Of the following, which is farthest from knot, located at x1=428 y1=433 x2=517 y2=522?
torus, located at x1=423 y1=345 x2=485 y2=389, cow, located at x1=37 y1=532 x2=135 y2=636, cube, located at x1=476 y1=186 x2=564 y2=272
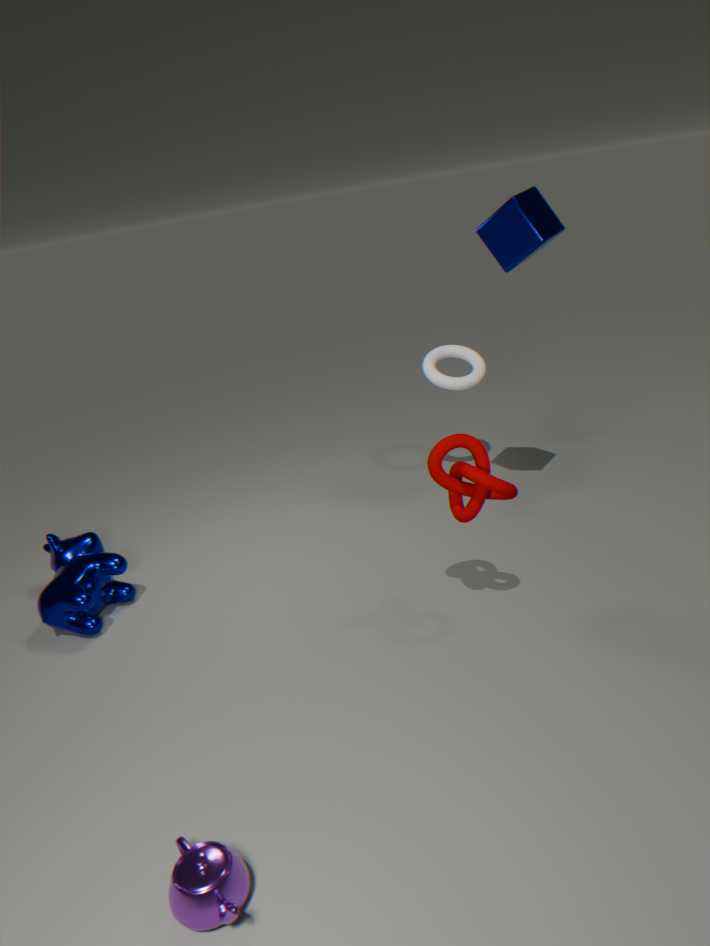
cow, located at x1=37 y1=532 x2=135 y2=636
